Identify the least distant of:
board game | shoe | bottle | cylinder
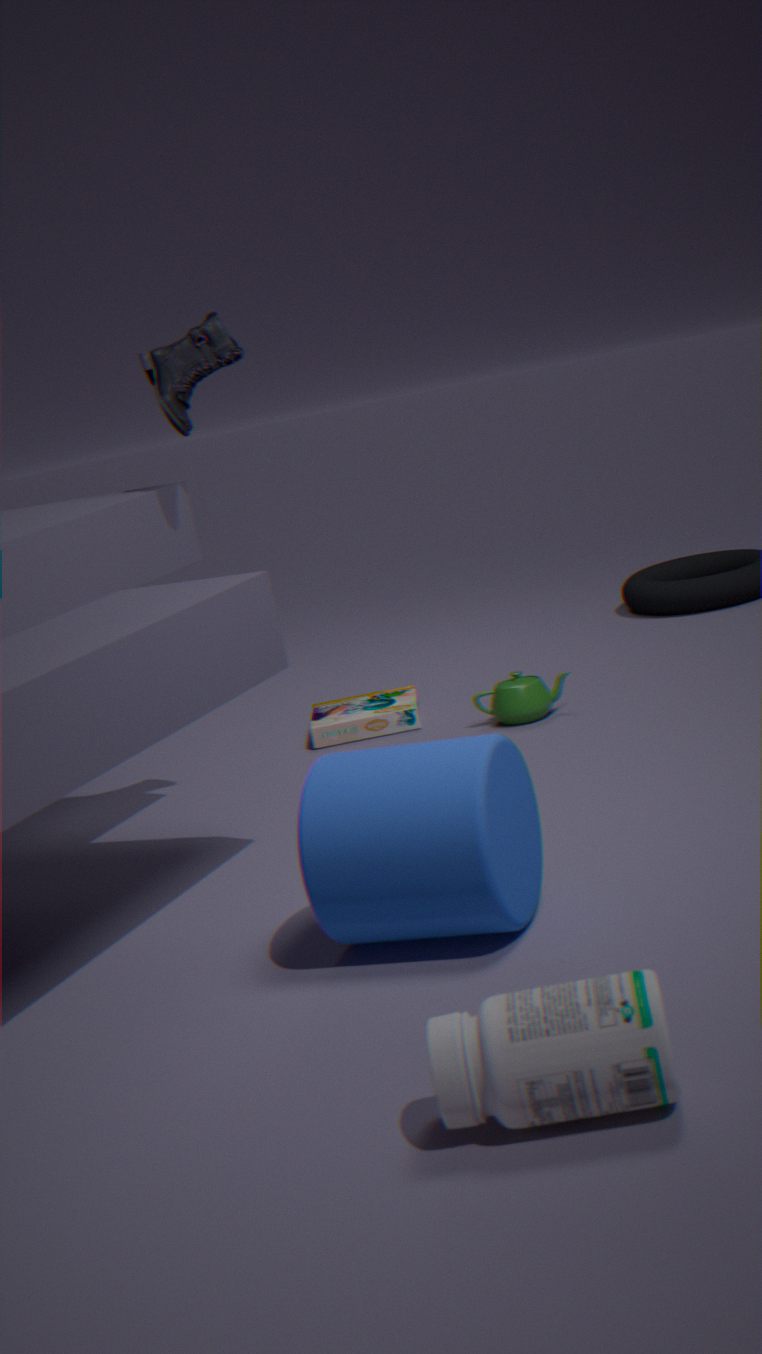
bottle
